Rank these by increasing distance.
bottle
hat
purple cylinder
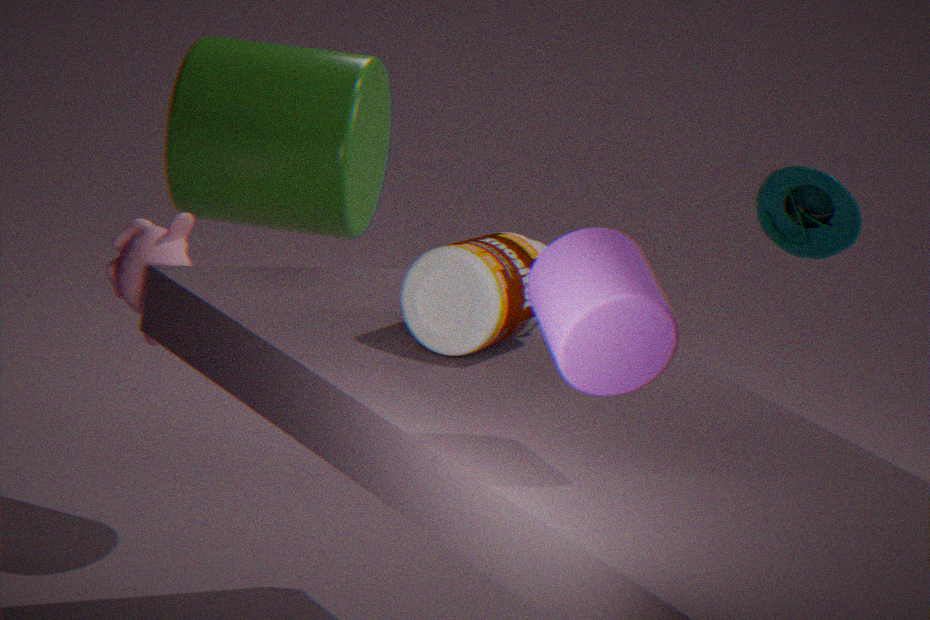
purple cylinder, bottle, hat
